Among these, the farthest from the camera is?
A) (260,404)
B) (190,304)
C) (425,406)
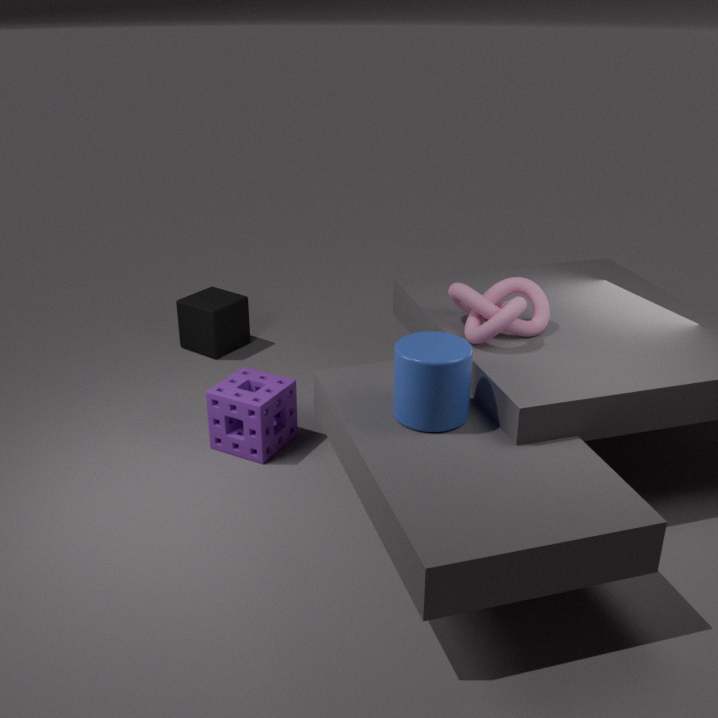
(190,304)
